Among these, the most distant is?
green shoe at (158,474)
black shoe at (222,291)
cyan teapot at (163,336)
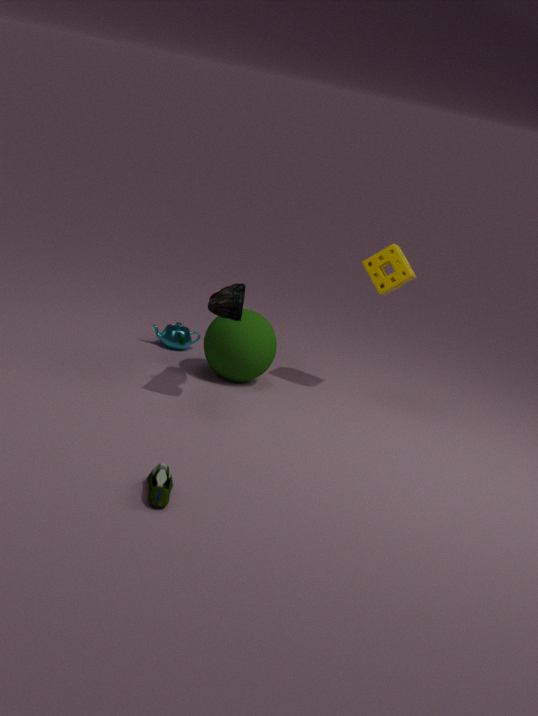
cyan teapot at (163,336)
